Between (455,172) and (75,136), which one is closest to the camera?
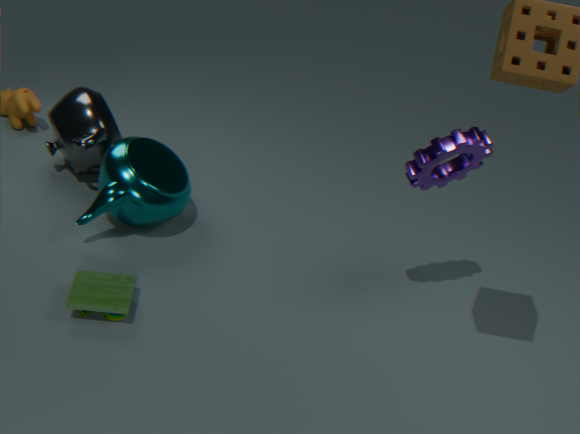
→ (455,172)
